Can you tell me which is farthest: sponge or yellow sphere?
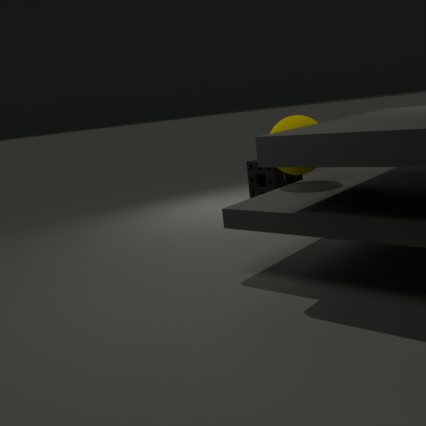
sponge
